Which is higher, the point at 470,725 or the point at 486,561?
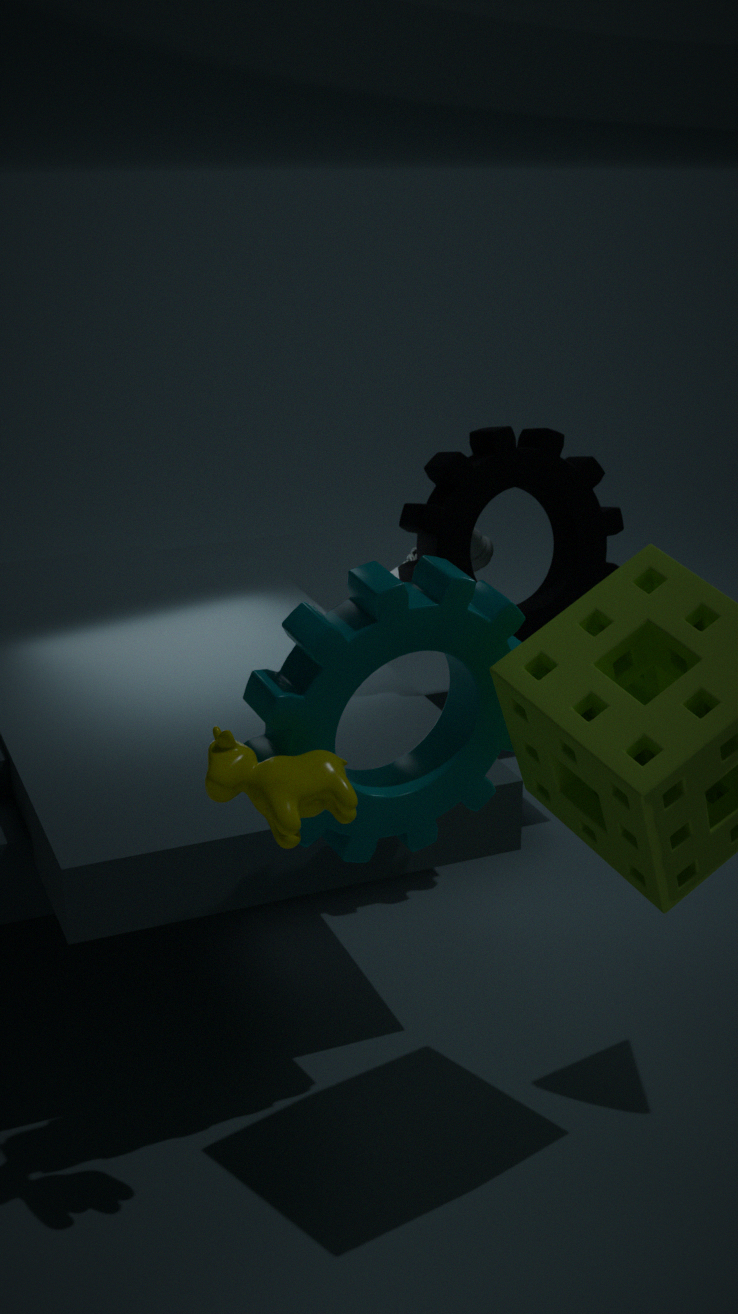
the point at 470,725
